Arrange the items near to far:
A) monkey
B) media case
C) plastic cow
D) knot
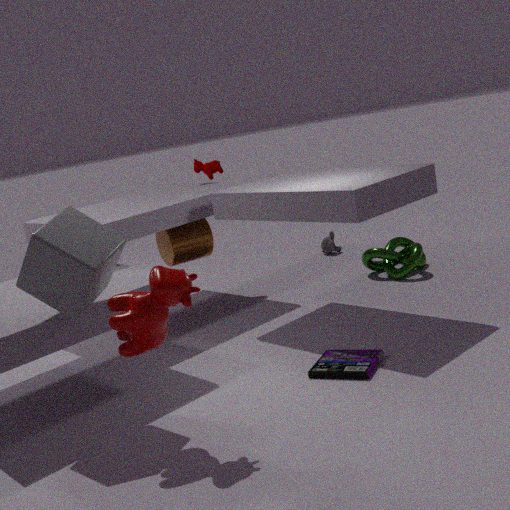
plastic cow, media case, knot, monkey
